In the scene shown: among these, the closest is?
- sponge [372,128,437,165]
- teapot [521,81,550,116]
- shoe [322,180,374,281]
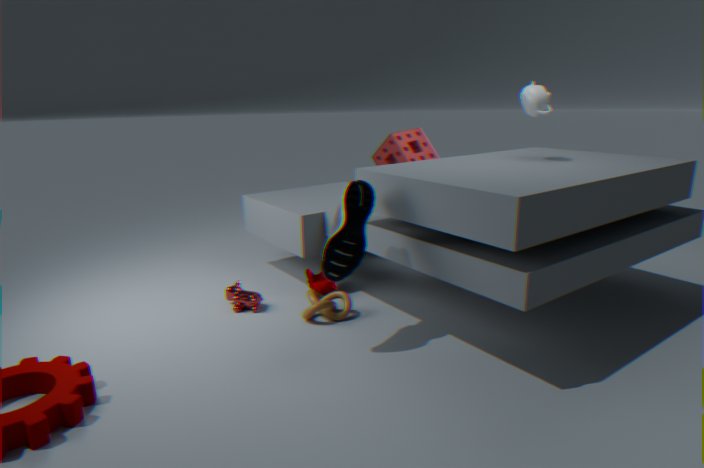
shoe [322,180,374,281]
